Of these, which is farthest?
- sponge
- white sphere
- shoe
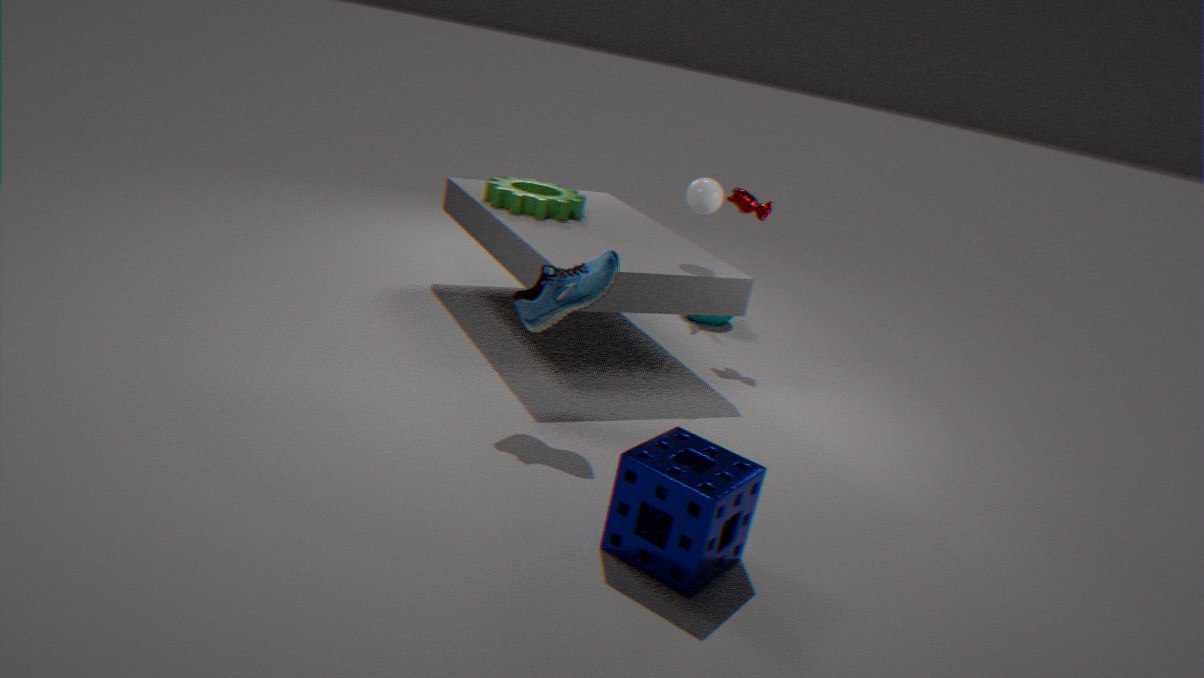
white sphere
